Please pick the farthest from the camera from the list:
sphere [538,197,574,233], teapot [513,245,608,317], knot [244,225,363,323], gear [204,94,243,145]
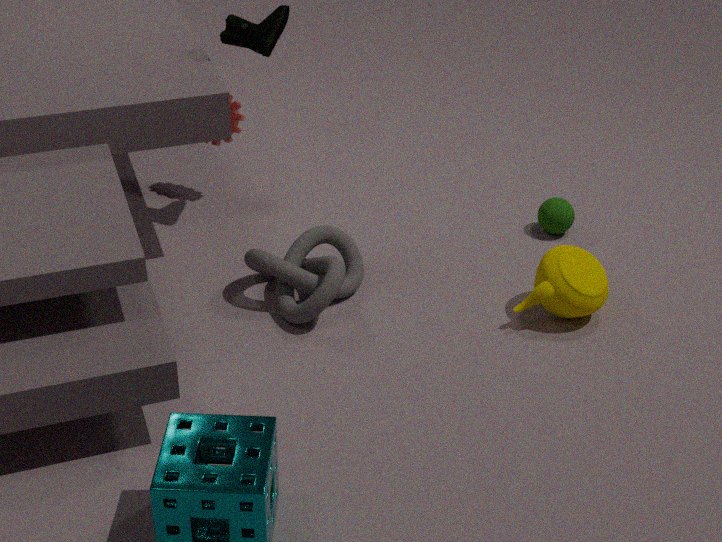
gear [204,94,243,145]
